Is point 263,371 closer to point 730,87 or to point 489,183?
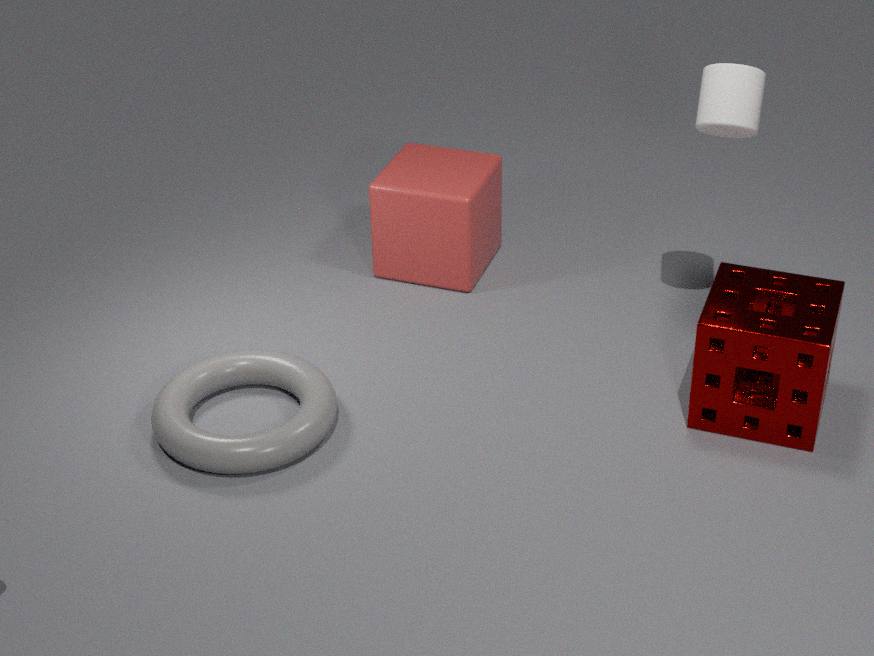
point 489,183
